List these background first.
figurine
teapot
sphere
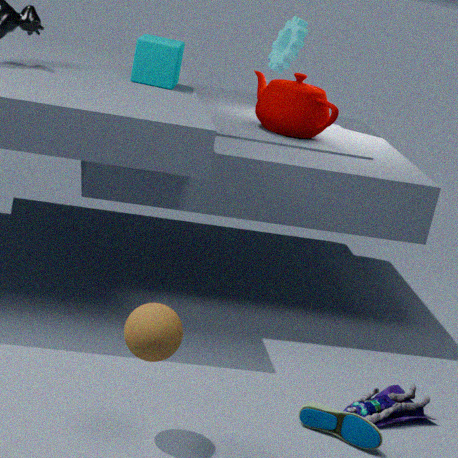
teapot
figurine
sphere
